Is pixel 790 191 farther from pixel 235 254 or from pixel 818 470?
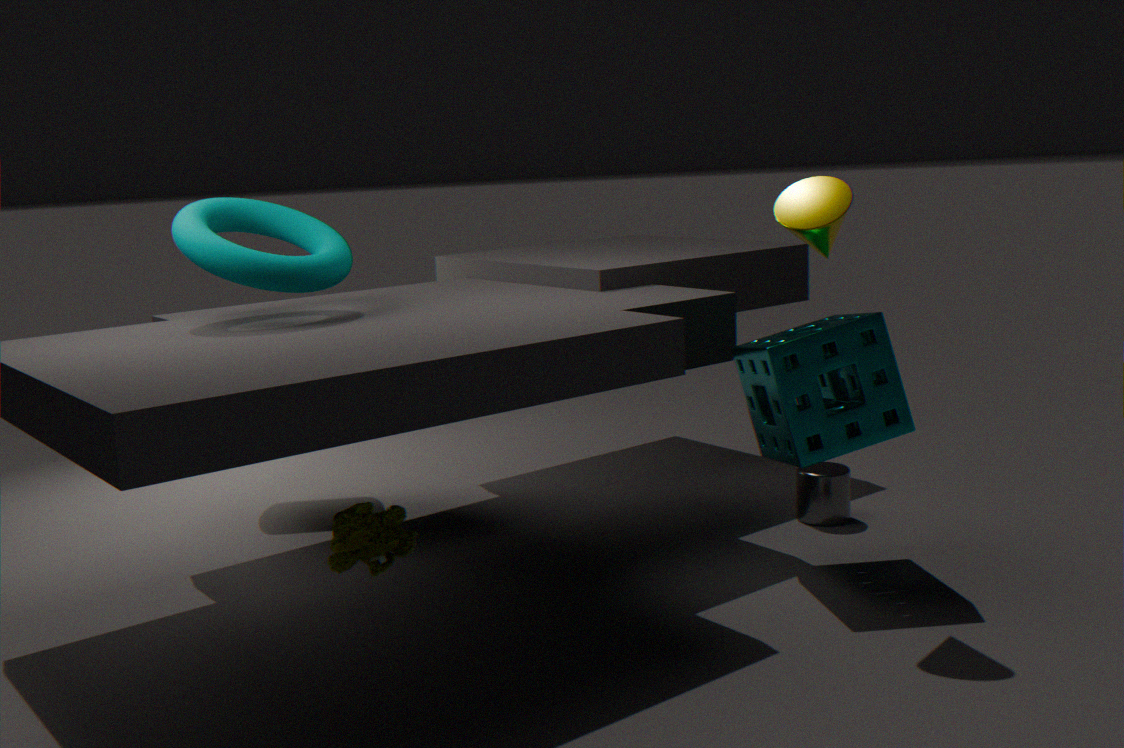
pixel 235 254
